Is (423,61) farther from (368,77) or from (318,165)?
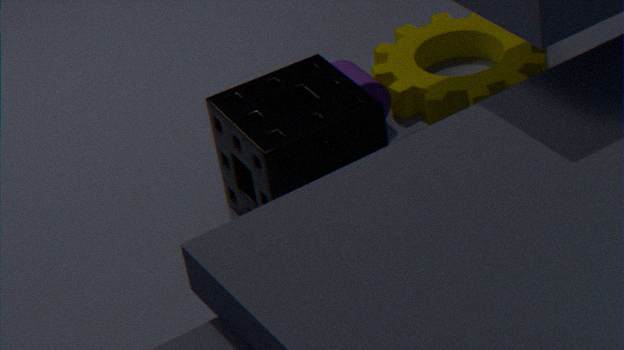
(318,165)
